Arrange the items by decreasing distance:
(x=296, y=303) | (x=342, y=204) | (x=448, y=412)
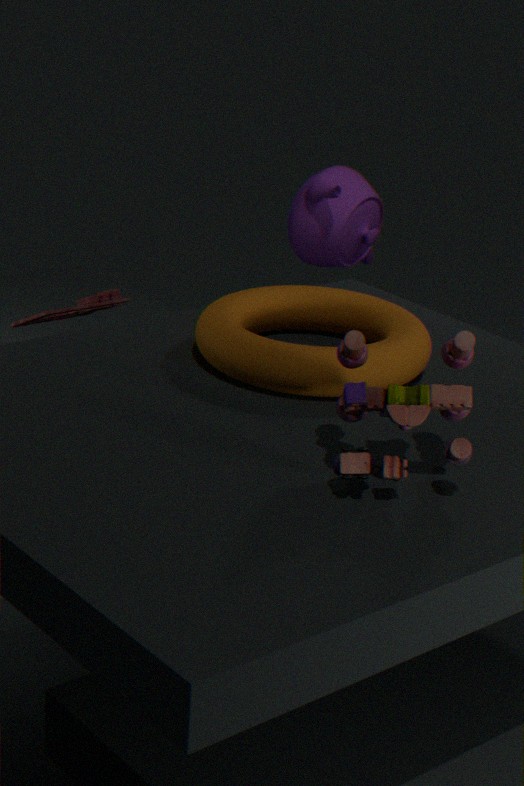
(x=342, y=204) → (x=296, y=303) → (x=448, y=412)
